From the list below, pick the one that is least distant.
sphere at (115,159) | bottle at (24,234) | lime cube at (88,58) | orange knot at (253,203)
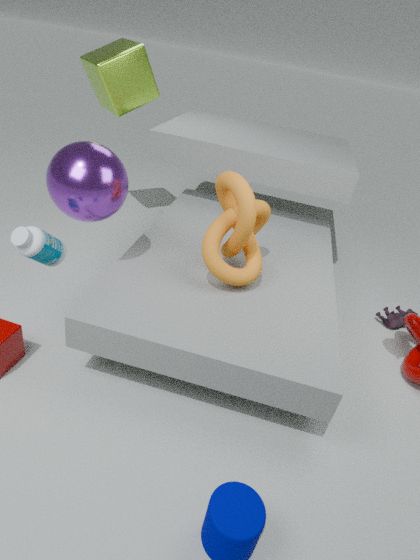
bottle at (24,234)
